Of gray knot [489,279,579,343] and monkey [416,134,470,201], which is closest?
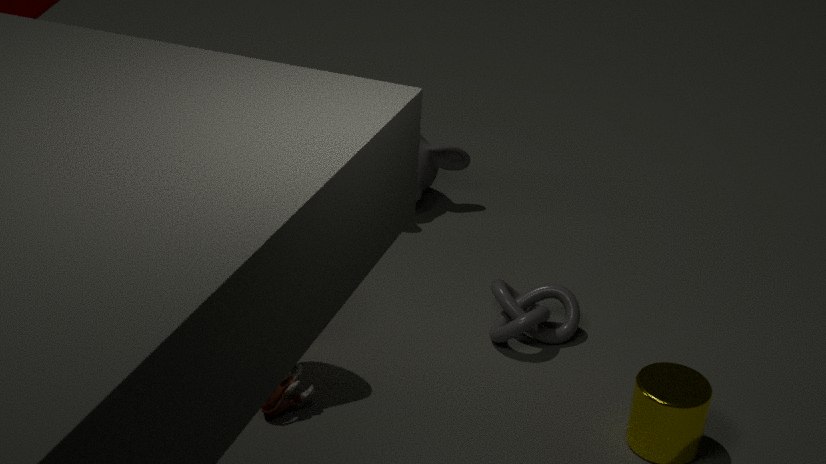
gray knot [489,279,579,343]
